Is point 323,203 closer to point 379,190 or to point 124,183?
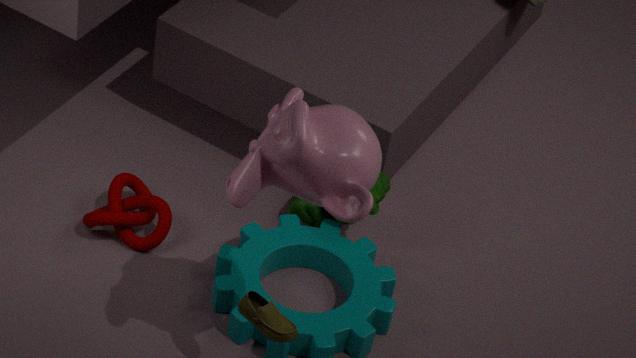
point 379,190
